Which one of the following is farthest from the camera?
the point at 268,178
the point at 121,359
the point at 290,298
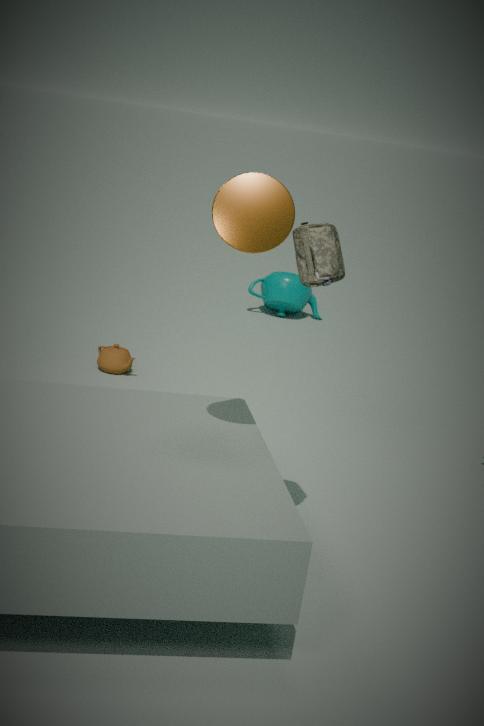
the point at 290,298
